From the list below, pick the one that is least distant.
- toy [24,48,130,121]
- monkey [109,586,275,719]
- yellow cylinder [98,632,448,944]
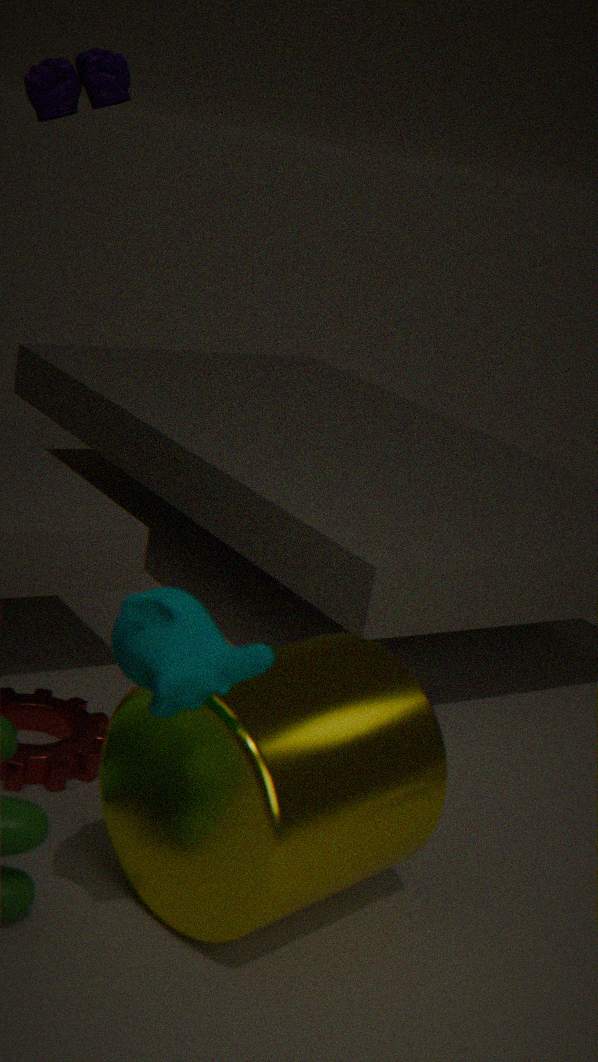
monkey [109,586,275,719]
